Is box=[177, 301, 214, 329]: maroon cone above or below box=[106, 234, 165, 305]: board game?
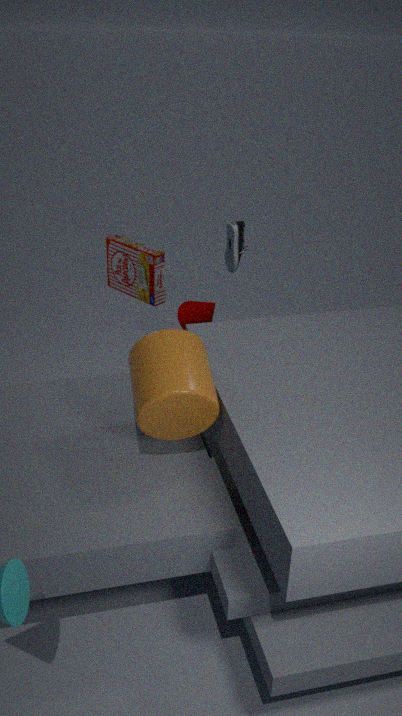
above
